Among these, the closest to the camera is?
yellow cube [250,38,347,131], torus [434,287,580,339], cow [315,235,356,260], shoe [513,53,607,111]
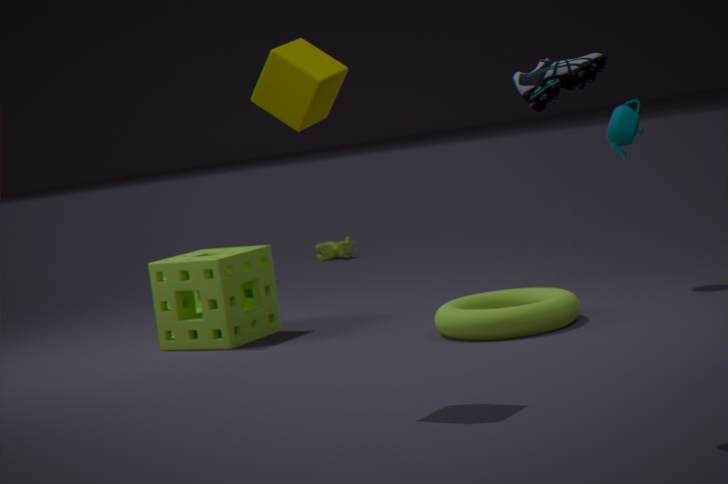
shoe [513,53,607,111]
